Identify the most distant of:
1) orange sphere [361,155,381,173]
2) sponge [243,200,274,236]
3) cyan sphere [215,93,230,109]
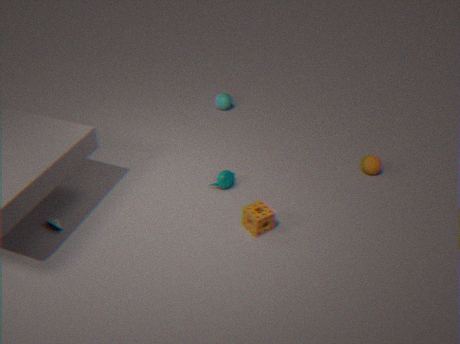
3. cyan sphere [215,93,230,109]
